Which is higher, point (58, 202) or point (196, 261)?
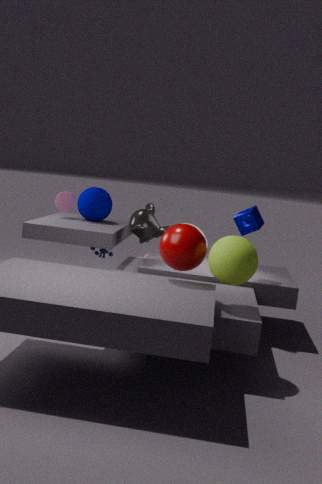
point (58, 202)
